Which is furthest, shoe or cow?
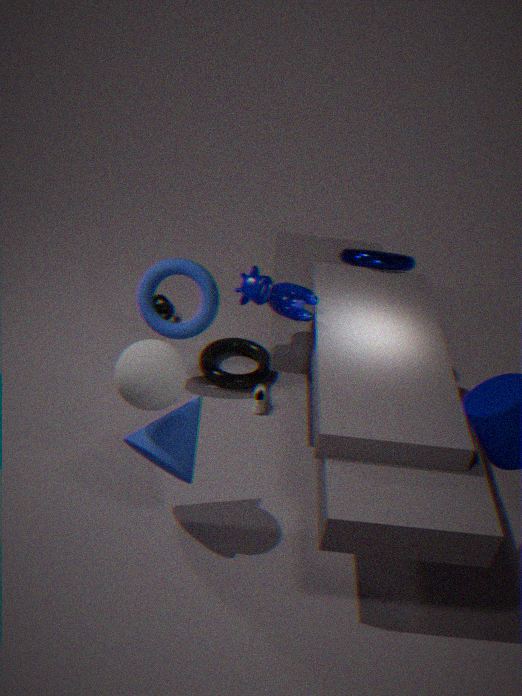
shoe
